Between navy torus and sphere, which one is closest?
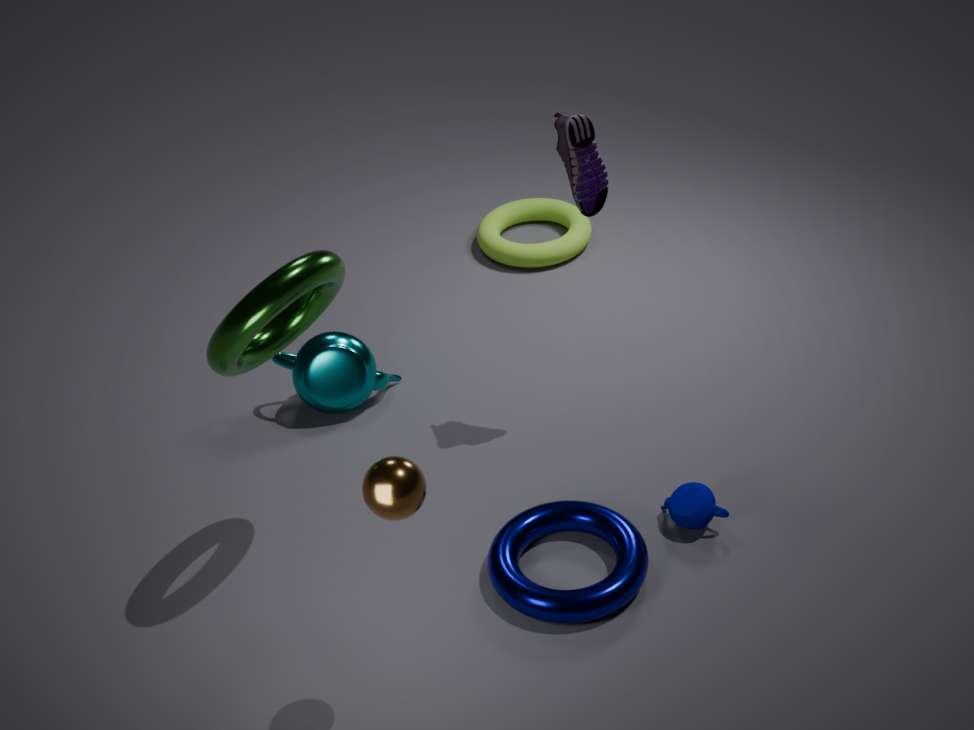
sphere
